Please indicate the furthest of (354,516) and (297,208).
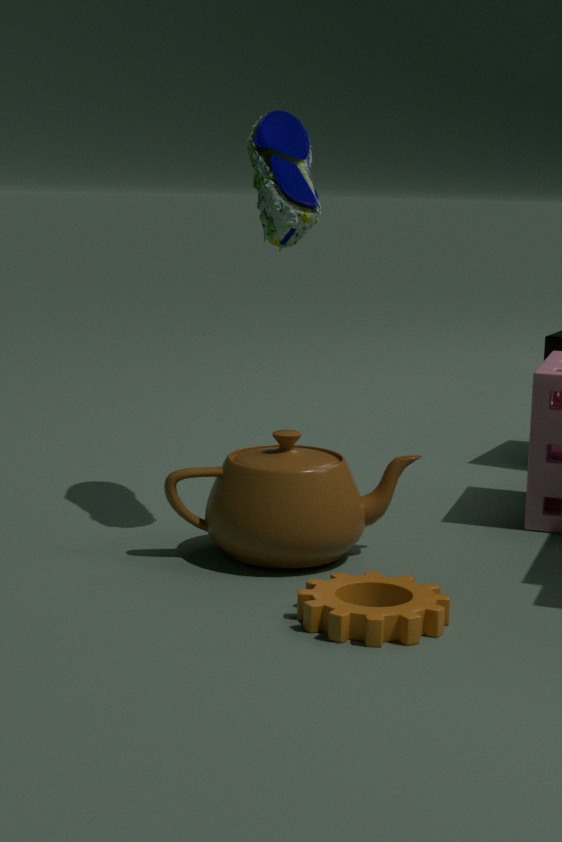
(297,208)
